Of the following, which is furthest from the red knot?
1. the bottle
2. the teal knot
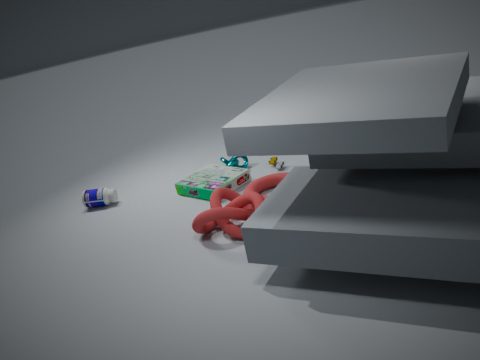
the bottle
